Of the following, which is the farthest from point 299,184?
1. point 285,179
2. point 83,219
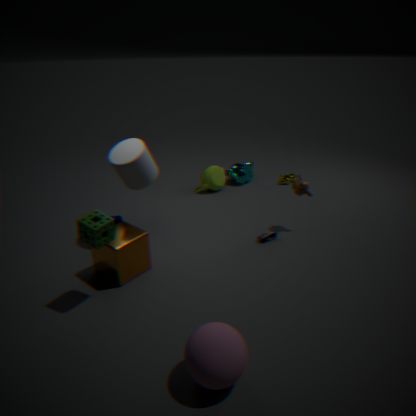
point 83,219
